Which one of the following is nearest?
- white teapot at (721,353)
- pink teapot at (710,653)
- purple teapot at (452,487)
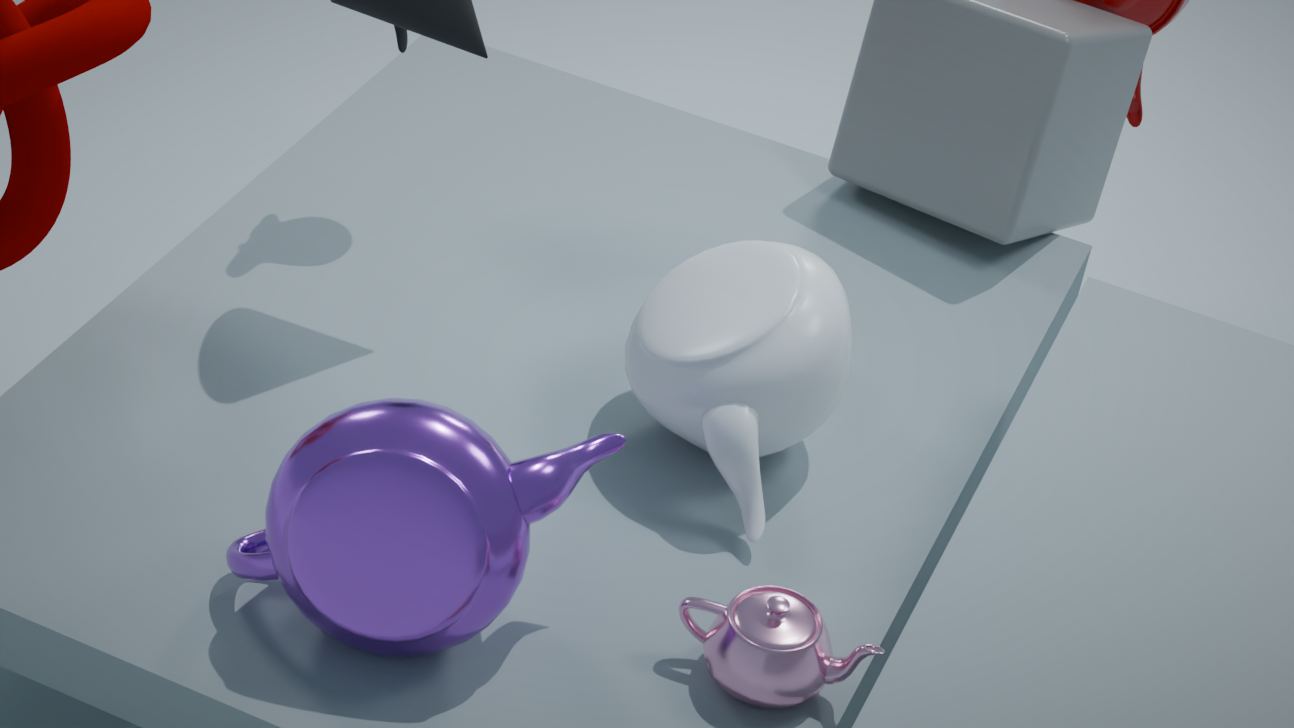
purple teapot at (452,487)
